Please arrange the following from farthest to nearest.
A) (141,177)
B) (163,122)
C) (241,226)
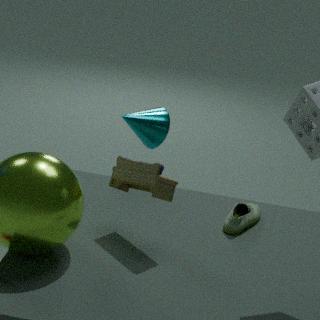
(163,122) → (241,226) → (141,177)
